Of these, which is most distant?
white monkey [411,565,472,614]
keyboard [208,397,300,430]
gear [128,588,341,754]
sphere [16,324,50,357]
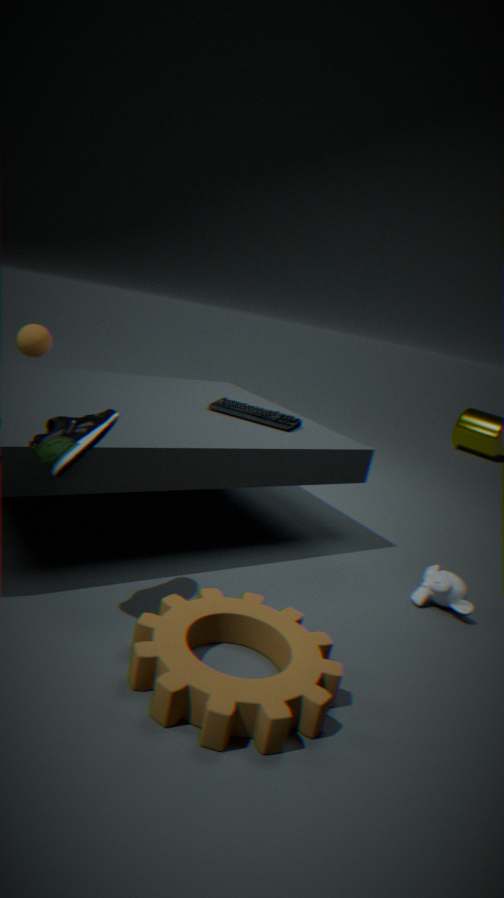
sphere [16,324,50,357]
